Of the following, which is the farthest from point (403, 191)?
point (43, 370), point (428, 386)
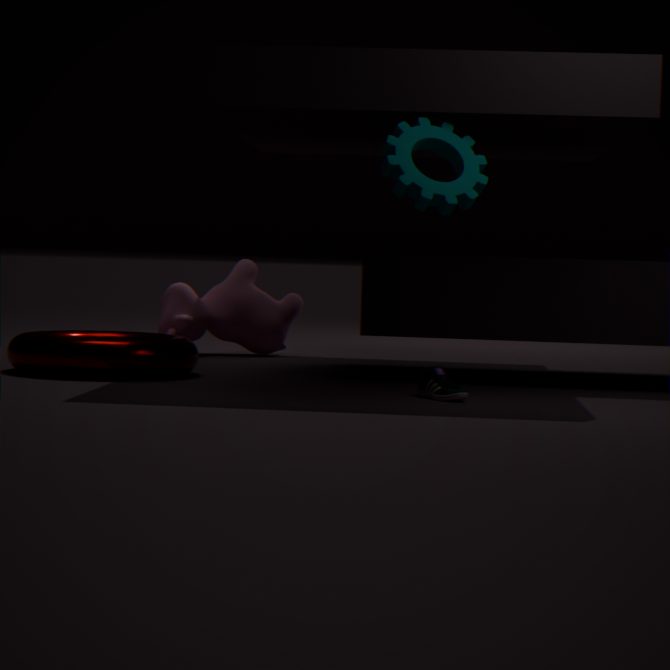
point (43, 370)
